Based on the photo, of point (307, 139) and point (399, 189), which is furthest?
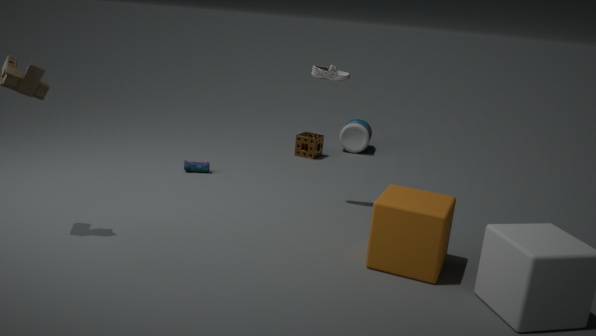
point (307, 139)
